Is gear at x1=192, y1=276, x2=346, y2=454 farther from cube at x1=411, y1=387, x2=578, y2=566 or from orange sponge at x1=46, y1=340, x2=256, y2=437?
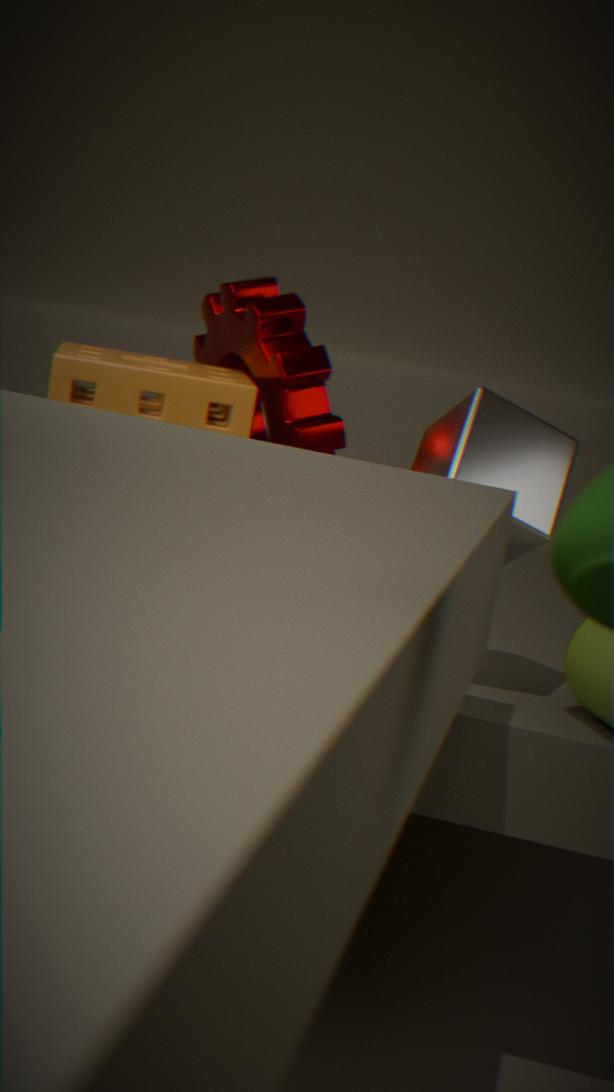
cube at x1=411, y1=387, x2=578, y2=566
